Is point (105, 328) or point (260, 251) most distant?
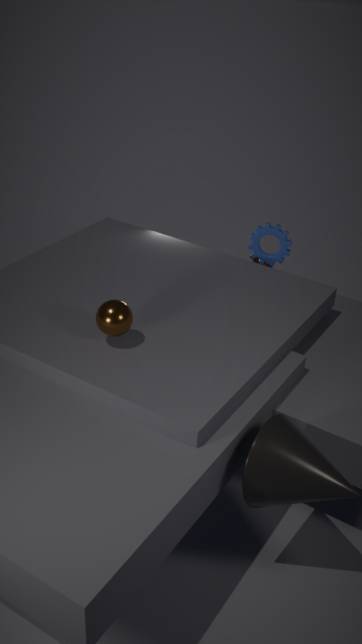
point (260, 251)
